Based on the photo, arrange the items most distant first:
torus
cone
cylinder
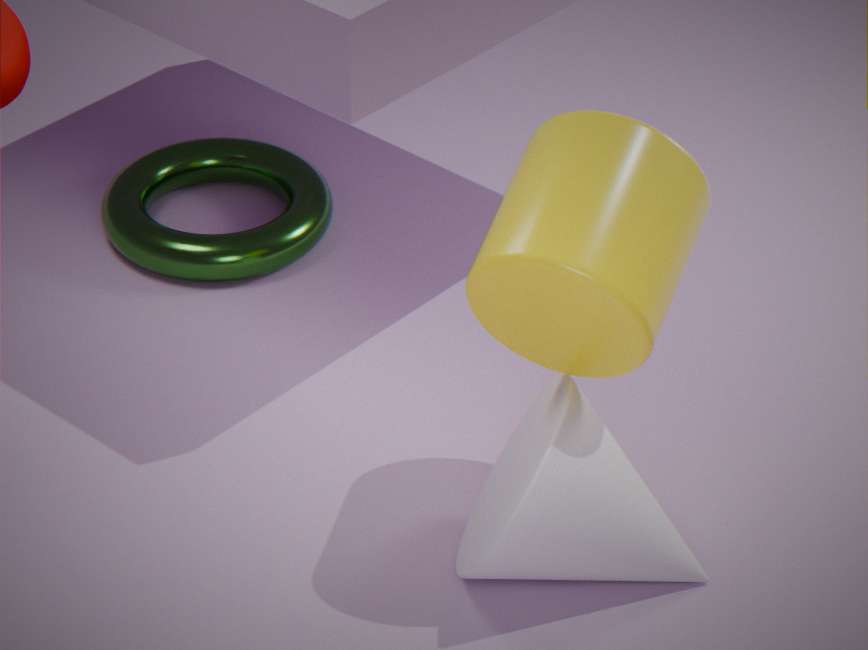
torus → cone → cylinder
